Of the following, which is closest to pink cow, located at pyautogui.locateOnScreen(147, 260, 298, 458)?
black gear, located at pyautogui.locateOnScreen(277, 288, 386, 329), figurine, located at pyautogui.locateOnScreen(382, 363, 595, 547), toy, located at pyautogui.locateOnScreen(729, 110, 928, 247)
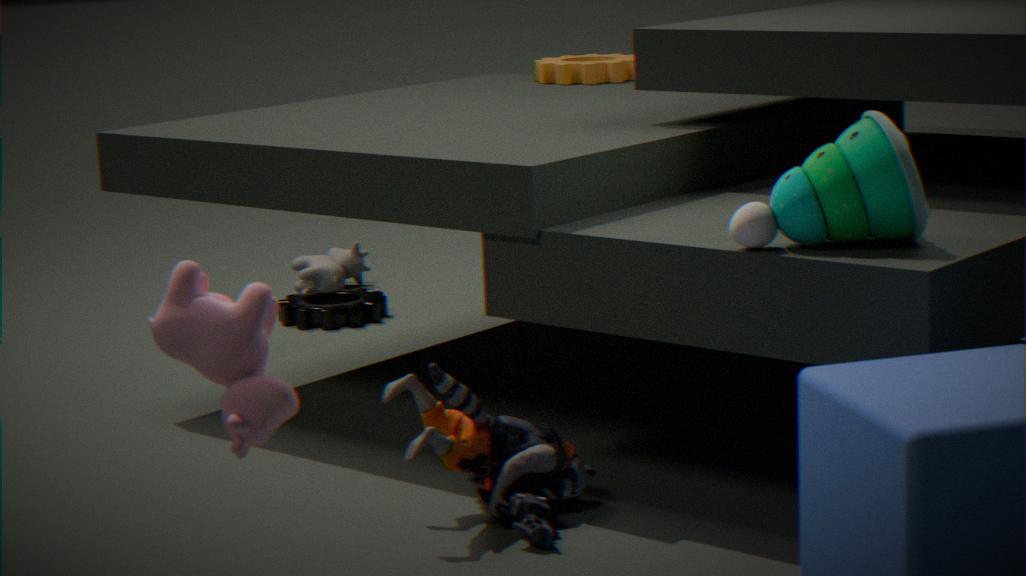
figurine, located at pyautogui.locateOnScreen(382, 363, 595, 547)
